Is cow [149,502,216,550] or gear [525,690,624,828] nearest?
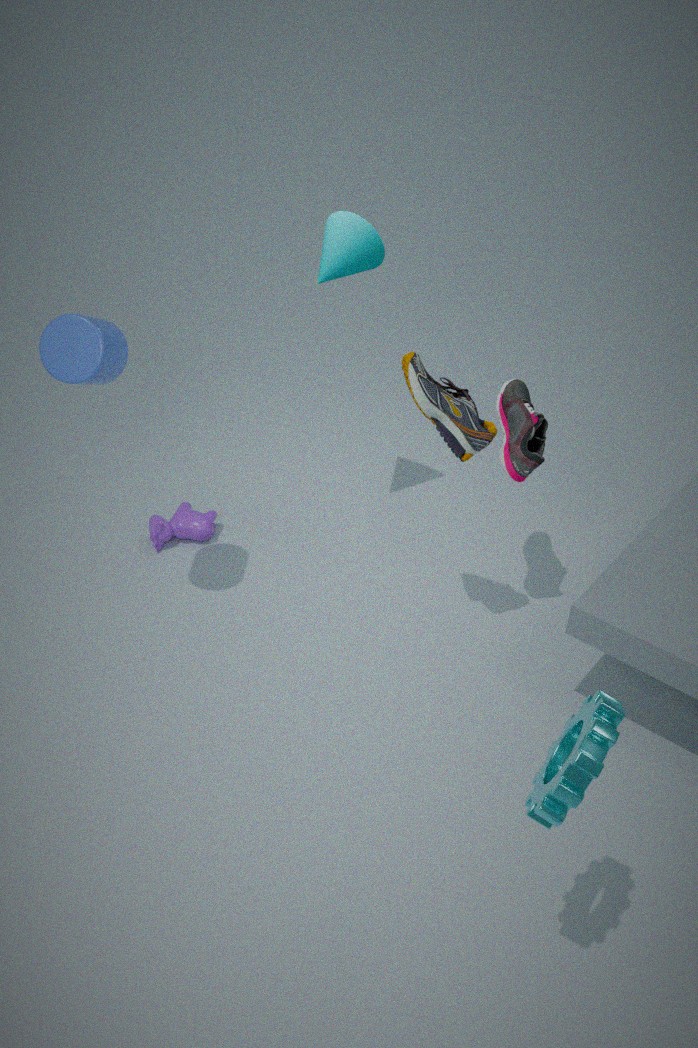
gear [525,690,624,828]
